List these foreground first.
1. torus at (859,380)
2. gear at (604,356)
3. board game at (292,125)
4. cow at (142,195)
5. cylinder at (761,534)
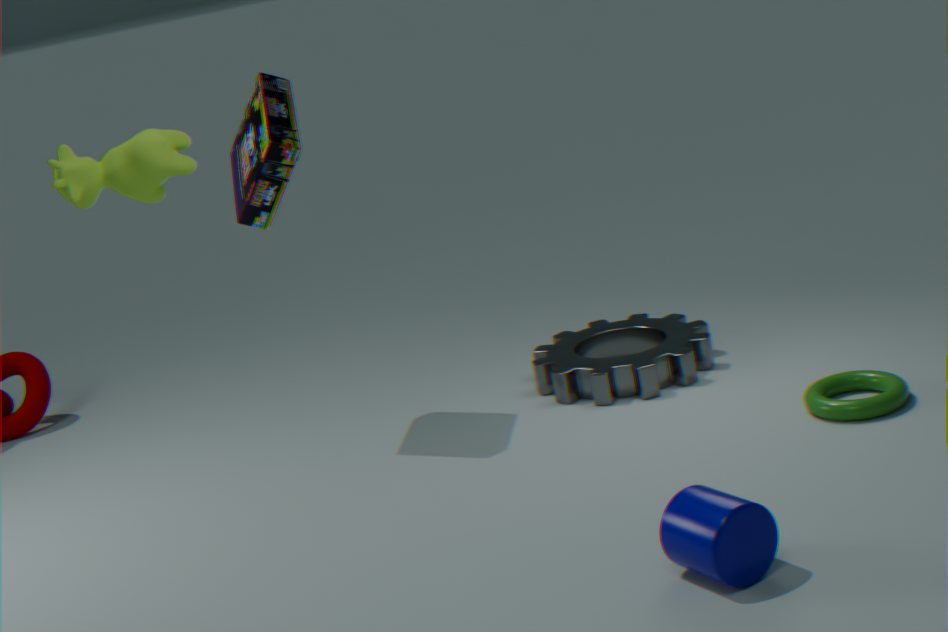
cow at (142,195) < cylinder at (761,534) < torus at (859,380) < board game at (292,125) < gear at (604,356)
